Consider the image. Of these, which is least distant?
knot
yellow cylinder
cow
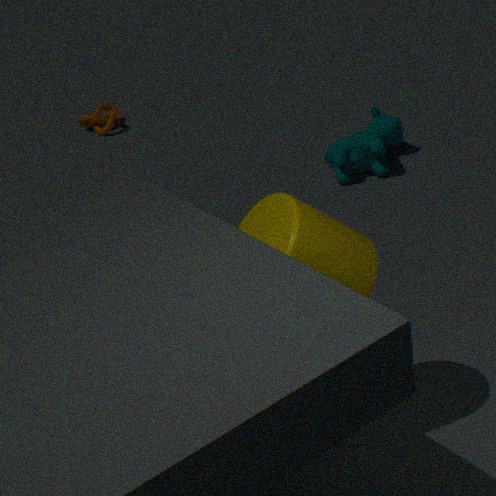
yellow cylinder
